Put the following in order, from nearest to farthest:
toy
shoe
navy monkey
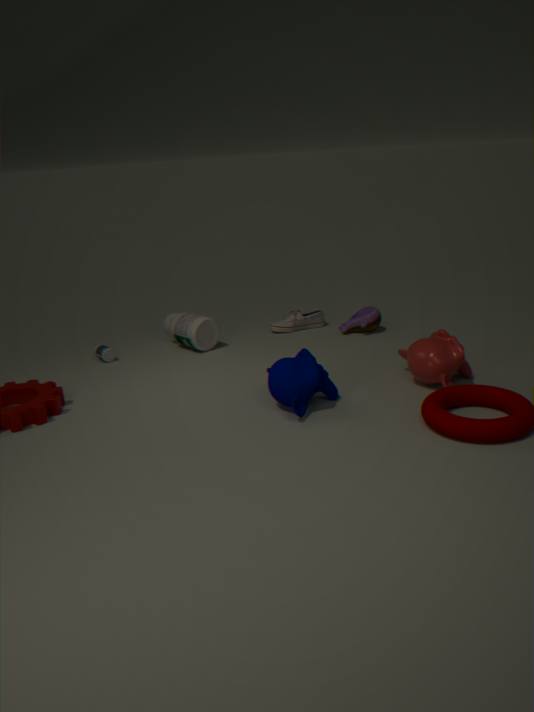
navy monkey < toy < shoe
